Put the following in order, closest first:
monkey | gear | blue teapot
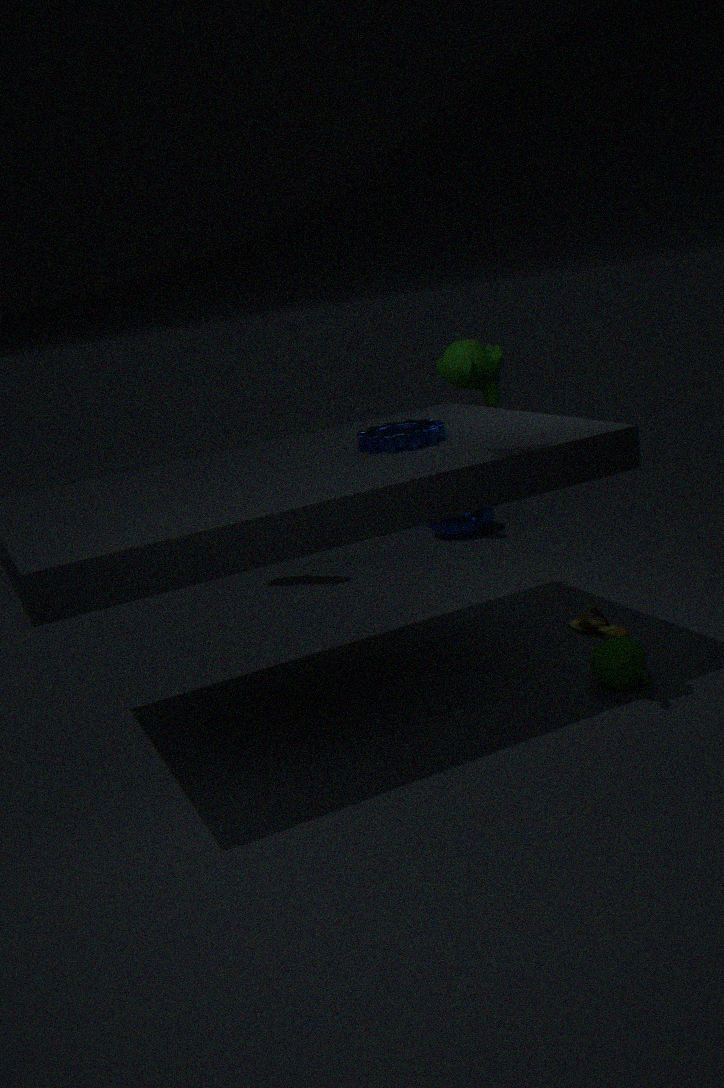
monkey → gear → blue teapot
